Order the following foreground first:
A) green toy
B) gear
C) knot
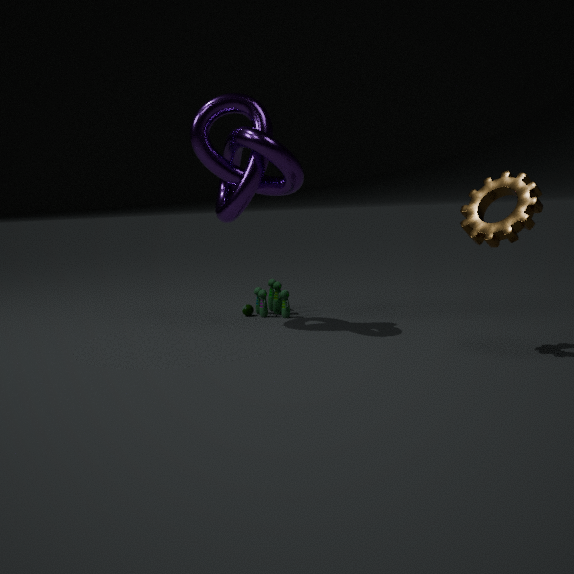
gear
knot
green toy
